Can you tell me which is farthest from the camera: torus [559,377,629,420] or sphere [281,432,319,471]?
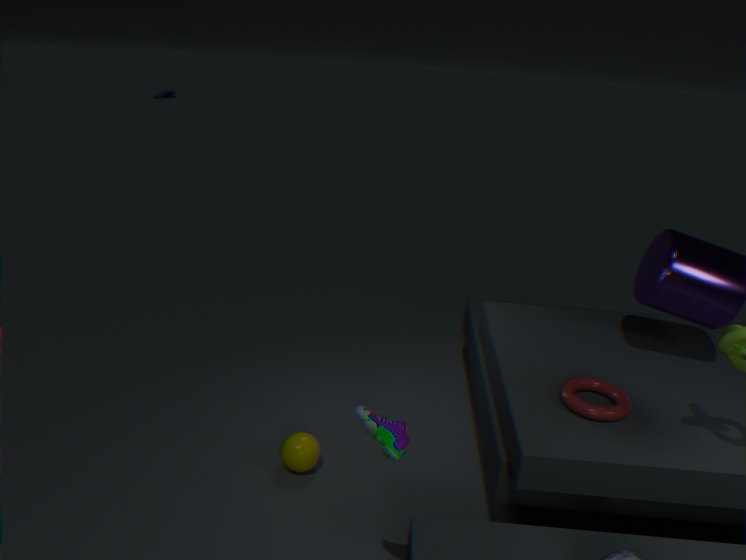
sphere [281,432,319,471]
